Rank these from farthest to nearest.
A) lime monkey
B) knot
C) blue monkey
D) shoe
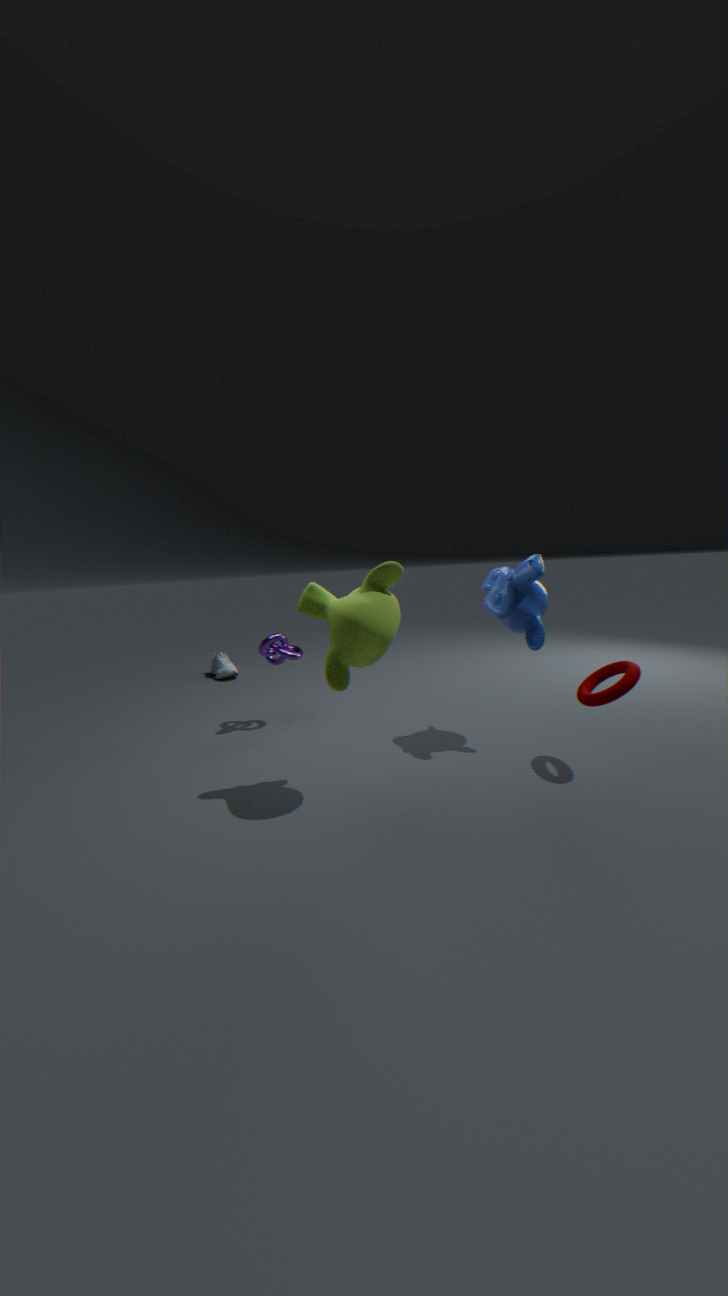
D. shoe → B. knot → C. blue monkey → A. lime monkey
